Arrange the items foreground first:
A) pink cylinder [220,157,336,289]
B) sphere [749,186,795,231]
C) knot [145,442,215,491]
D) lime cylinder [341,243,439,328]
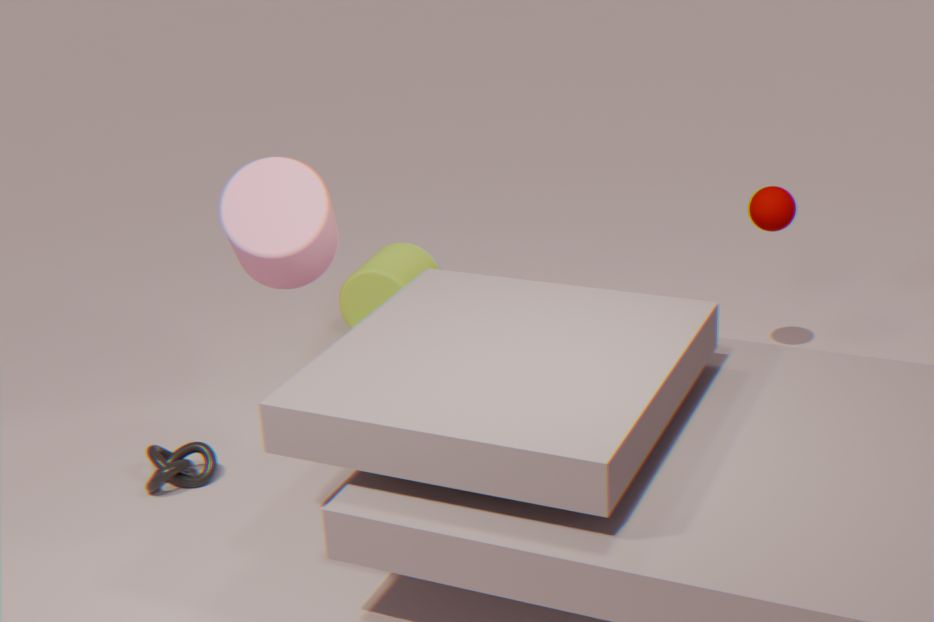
pink cylinder [220,157,336,289] < knot [145,442,215,491] < sphere [749,186,795,231] < lime cylinder [341,243,439,328]
